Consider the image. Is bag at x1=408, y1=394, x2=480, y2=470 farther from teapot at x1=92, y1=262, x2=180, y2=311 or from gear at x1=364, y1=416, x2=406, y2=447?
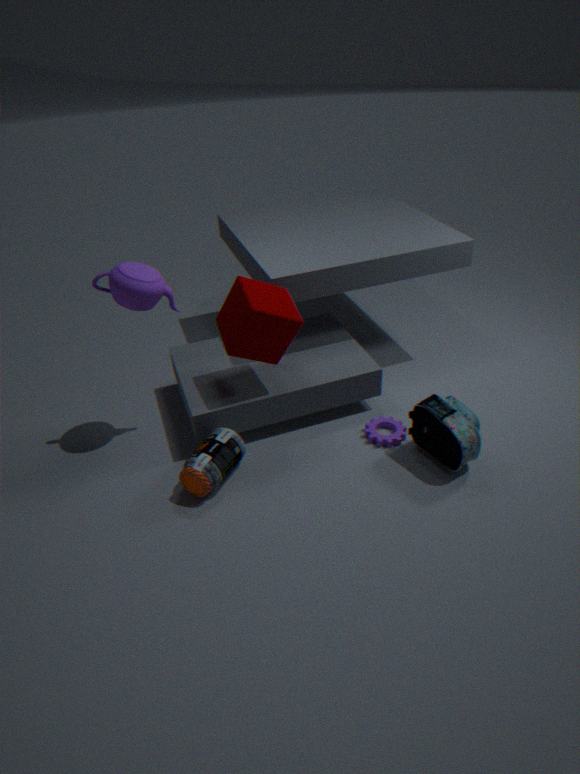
teapot at x1=92, y1=262, x2=180, y2=311
